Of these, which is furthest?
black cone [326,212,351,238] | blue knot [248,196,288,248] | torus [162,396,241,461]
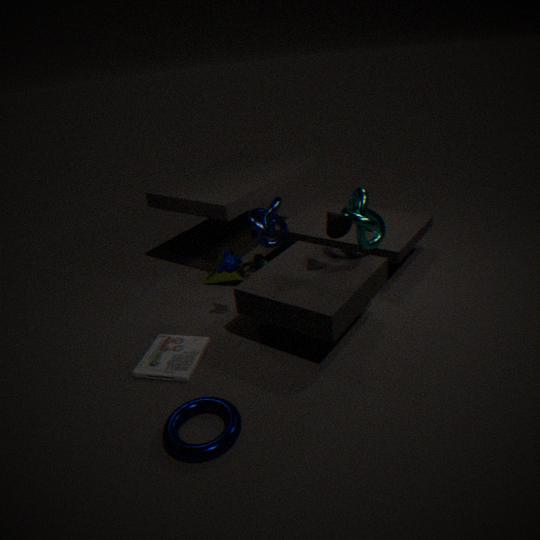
blue knot [248,196,288,248]
